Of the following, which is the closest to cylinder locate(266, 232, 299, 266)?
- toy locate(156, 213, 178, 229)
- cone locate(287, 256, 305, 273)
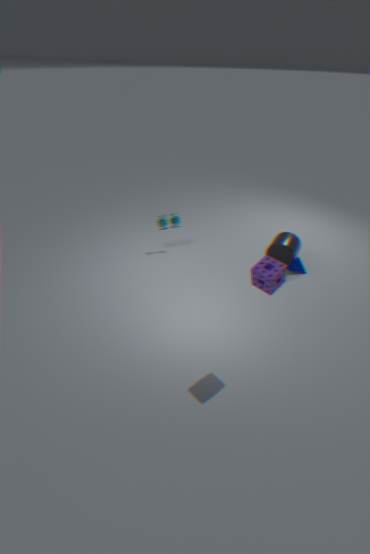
cone locate(287, 256, 305, 273)
